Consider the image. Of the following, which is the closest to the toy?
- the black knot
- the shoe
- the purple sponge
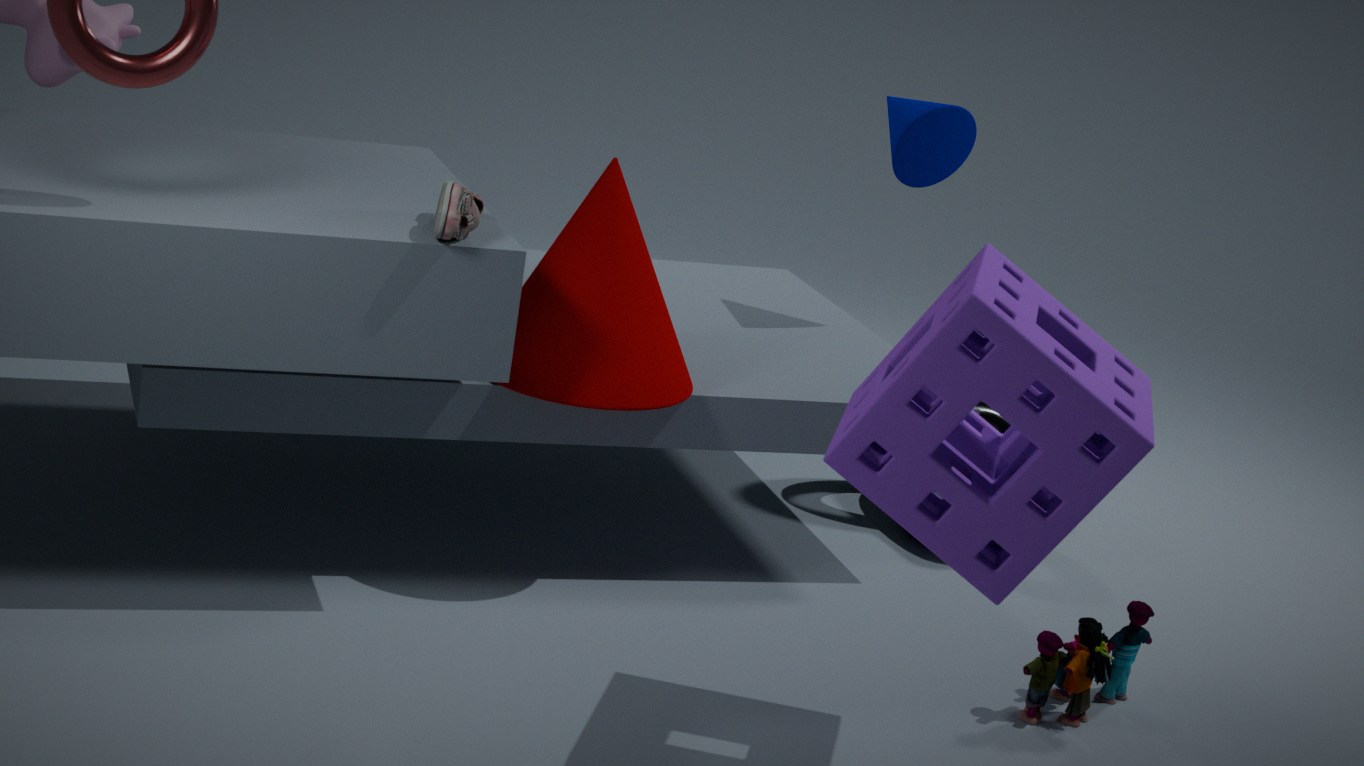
the purple sponge
